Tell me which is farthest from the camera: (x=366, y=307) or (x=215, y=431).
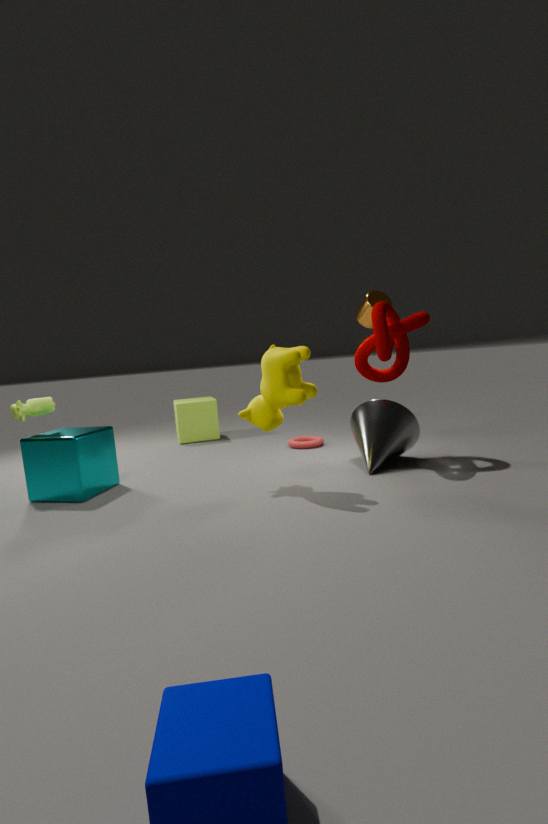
(x=215, y=431)
